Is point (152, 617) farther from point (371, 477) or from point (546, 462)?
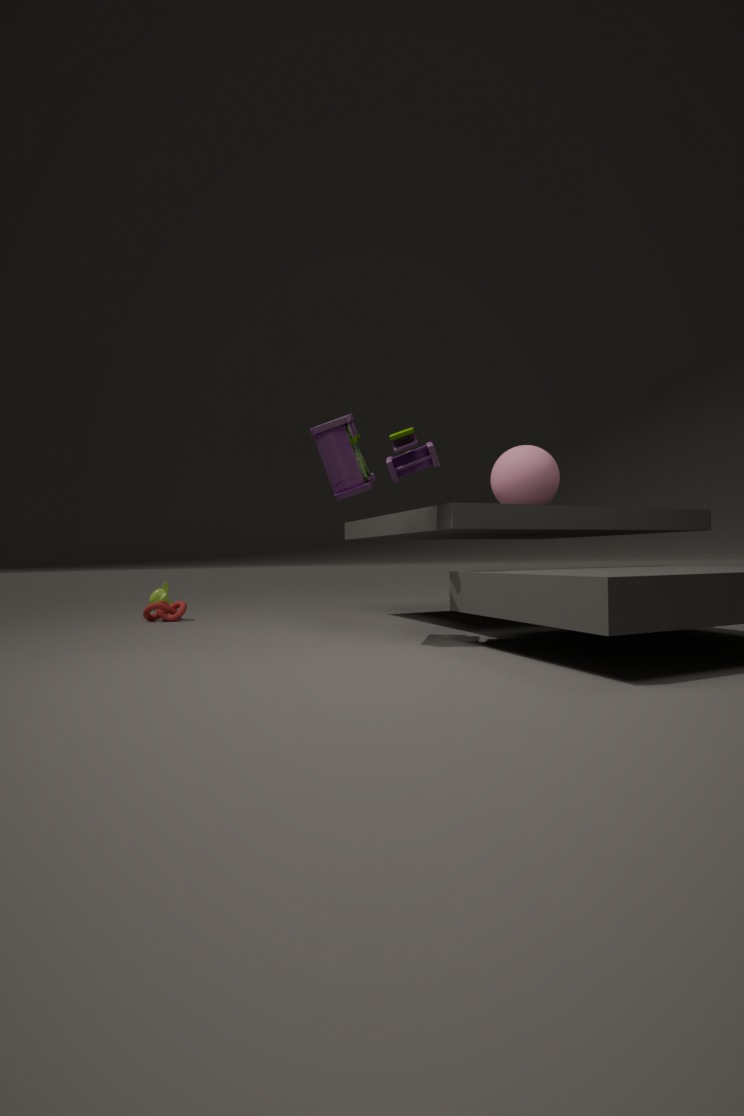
point (546, 462)
